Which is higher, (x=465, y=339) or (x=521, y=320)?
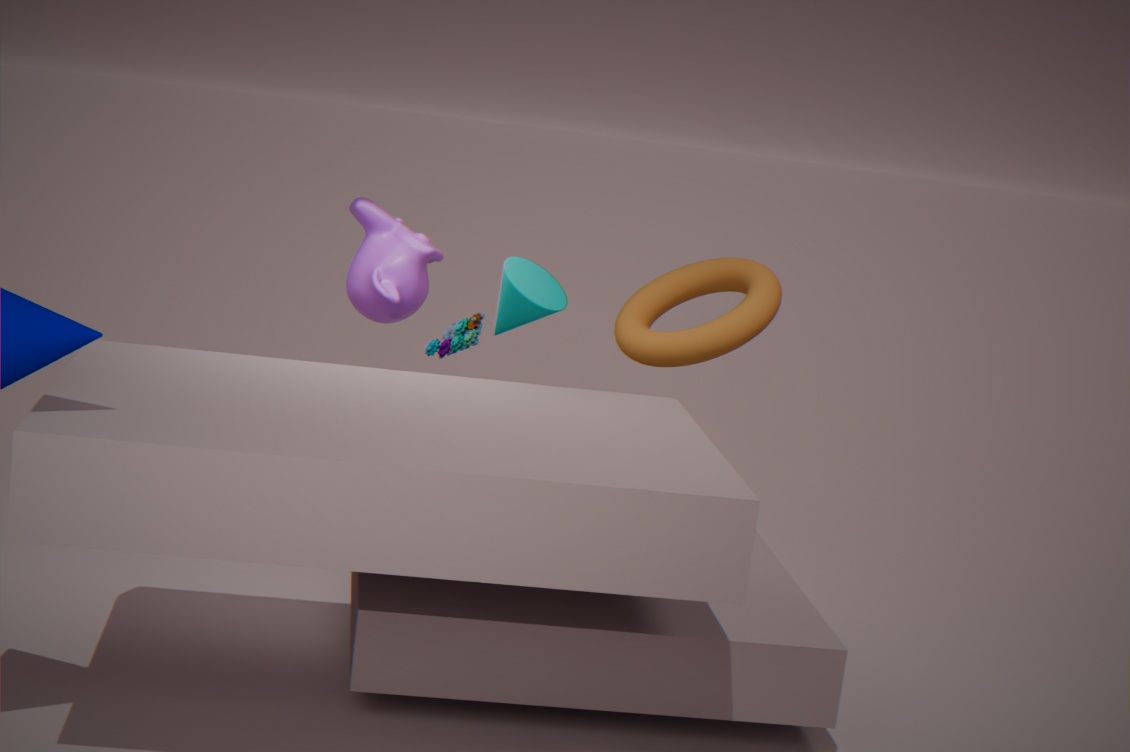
(x=521, y=320)
